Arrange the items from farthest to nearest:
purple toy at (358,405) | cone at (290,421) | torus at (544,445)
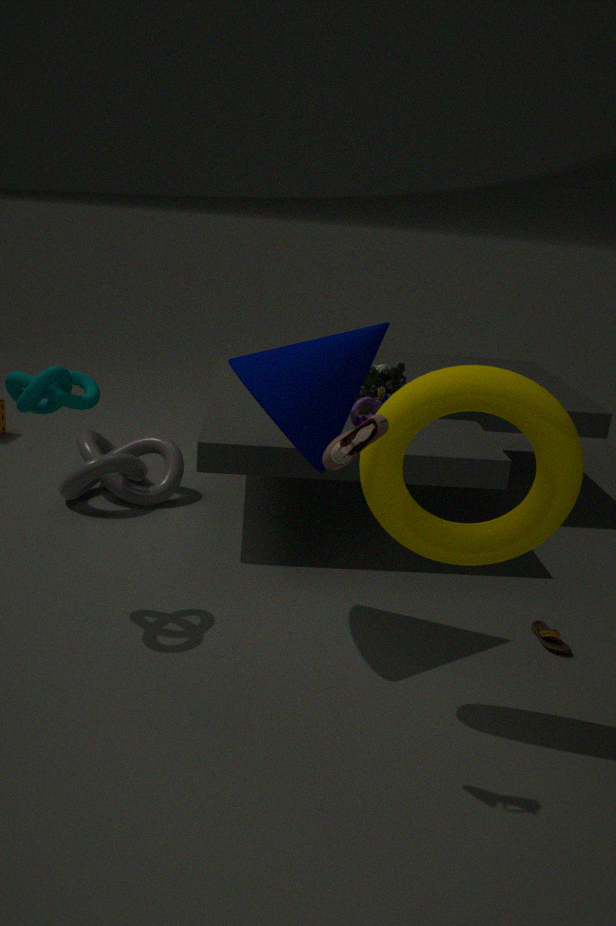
1. purple toy at (358,405)
2. cone at (290,421)
3. torus at (544,445)
